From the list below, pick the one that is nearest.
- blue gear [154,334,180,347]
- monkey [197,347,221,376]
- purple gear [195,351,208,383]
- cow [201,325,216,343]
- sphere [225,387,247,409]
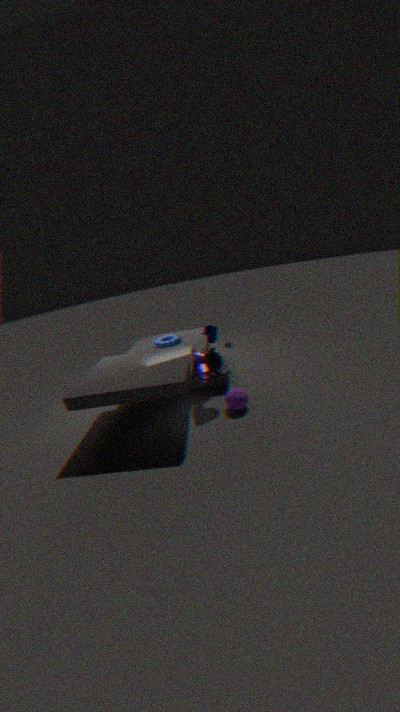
sphere [225,387,247,409]
